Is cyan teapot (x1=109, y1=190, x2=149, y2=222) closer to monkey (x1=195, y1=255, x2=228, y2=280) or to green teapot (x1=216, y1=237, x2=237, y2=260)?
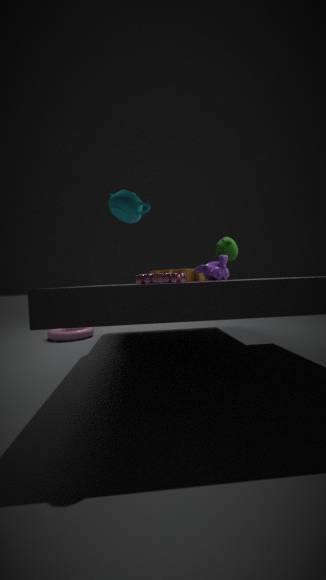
monkey (x1=195, y1=255, x2=228, y2=280)
